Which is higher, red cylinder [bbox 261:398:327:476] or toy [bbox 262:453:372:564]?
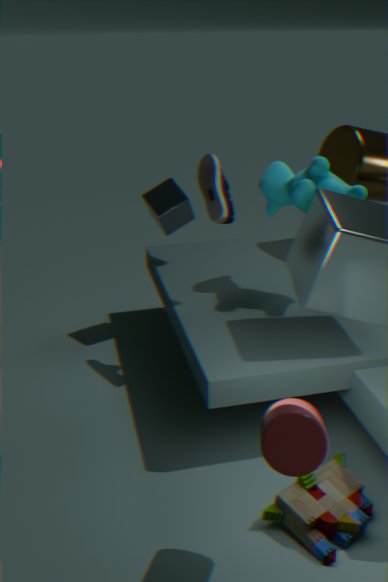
red cylinder [bbox 261:398:327:476]
